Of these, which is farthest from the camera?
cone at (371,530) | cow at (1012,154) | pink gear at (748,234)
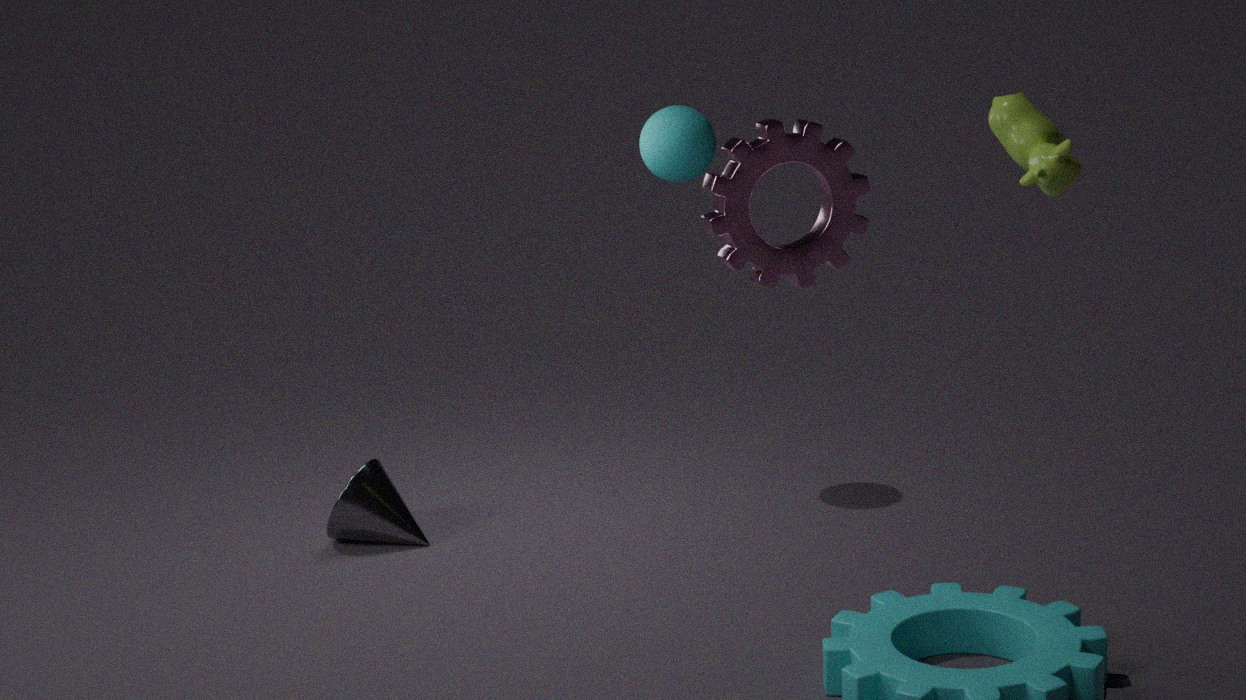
cone at (371,530)
